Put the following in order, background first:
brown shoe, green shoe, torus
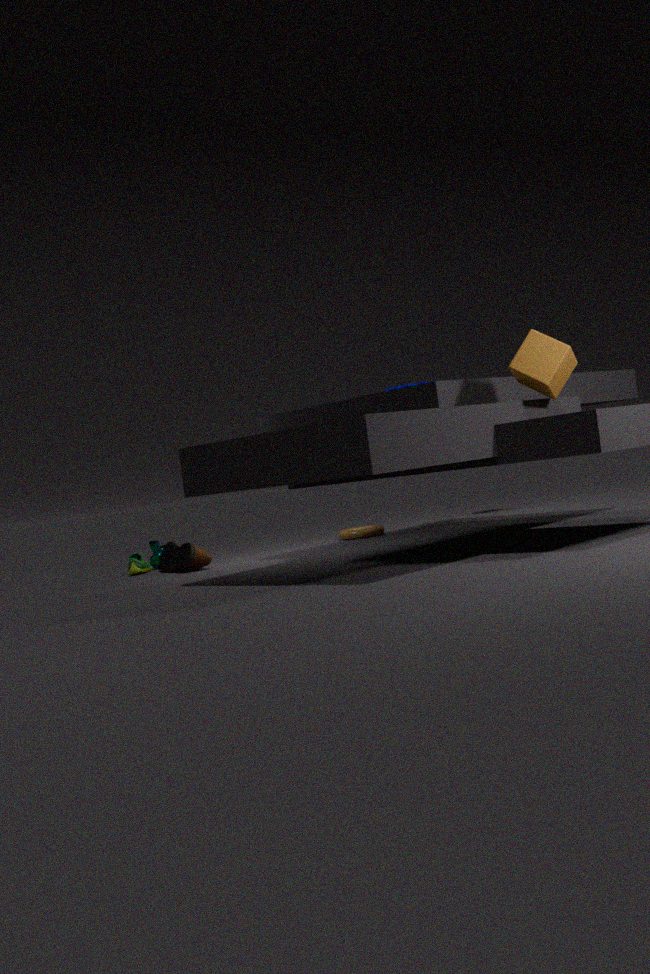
1. torus
2. green shoe
3. brown shoe
